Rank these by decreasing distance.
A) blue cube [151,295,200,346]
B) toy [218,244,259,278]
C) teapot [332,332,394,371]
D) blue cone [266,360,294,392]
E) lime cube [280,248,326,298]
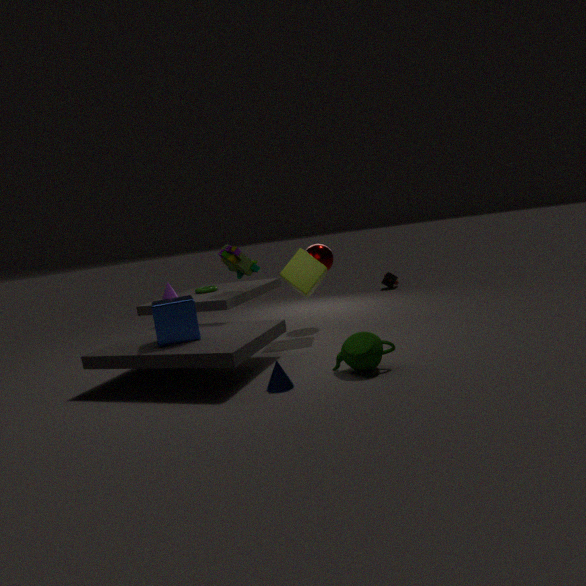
toy [218,244,259,278] → lime cube [280,248,326,298] → blue cube [151,295,200,346] → teapot [332,332,394,371] → blue cone [266,360,294,392]
